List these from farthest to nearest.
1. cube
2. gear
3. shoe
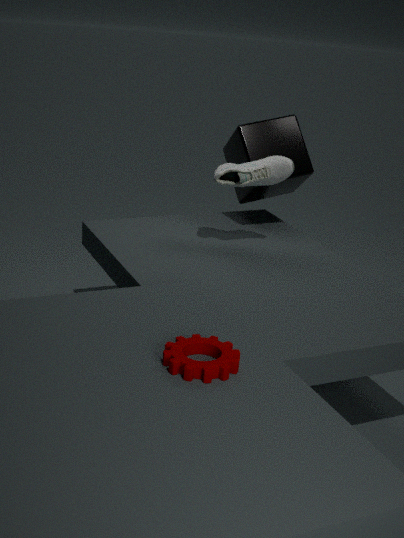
cube < shoe < gear
